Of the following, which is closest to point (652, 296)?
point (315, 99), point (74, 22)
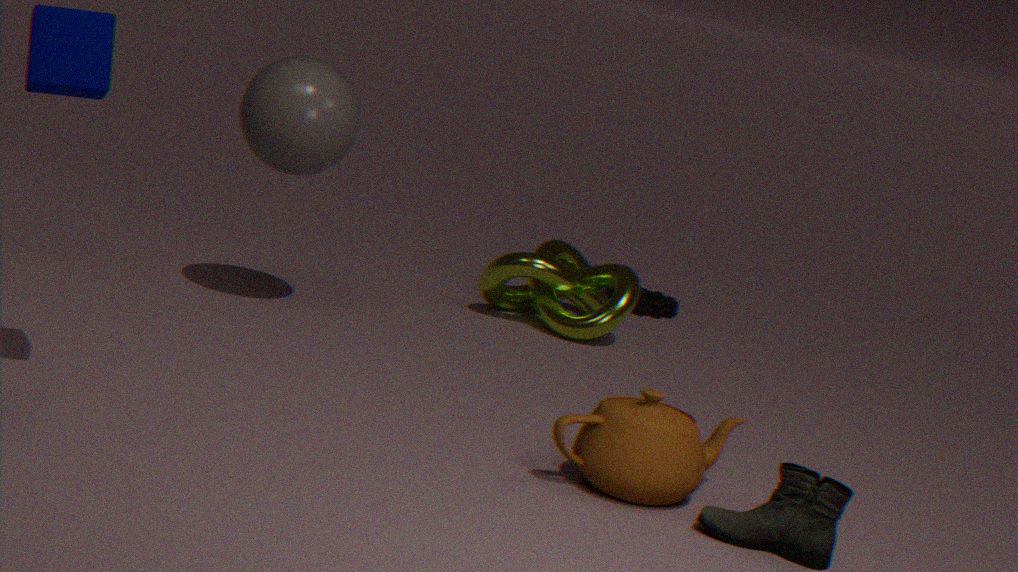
point (315, 99)
